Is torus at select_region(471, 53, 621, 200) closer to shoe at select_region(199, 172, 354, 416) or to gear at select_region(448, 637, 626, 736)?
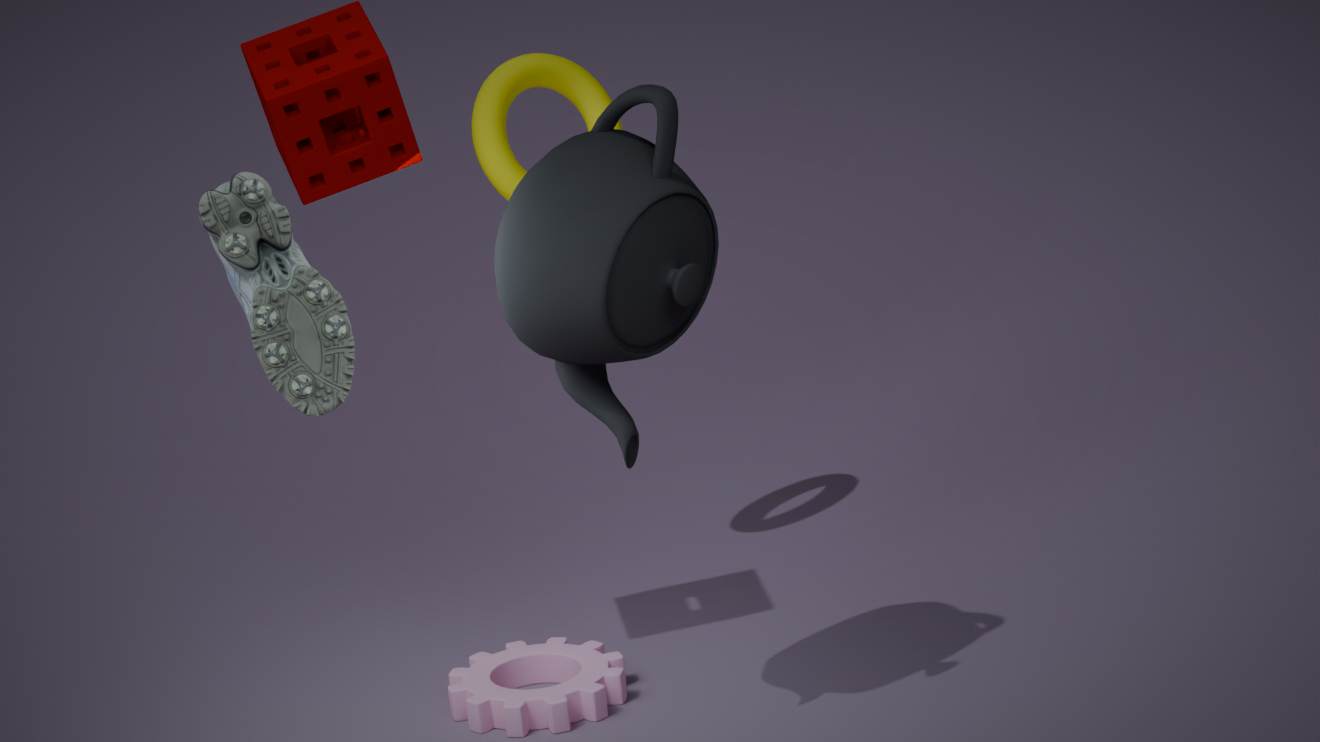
gear at select_region(448, 637, 626, 736)
